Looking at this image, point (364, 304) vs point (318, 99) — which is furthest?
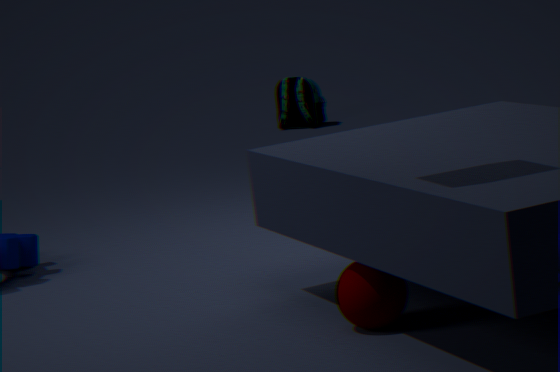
point (318, 99)
